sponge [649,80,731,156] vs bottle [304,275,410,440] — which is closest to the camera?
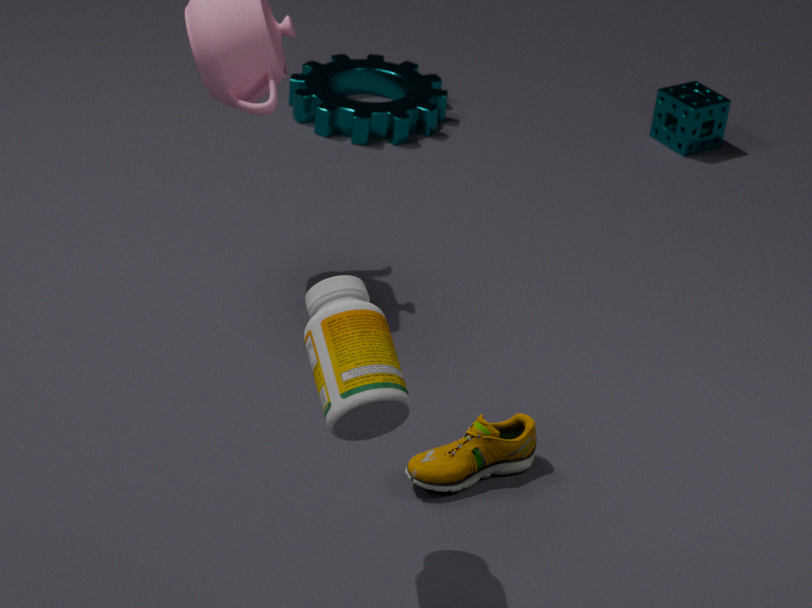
bottle [304,275,410,440]
